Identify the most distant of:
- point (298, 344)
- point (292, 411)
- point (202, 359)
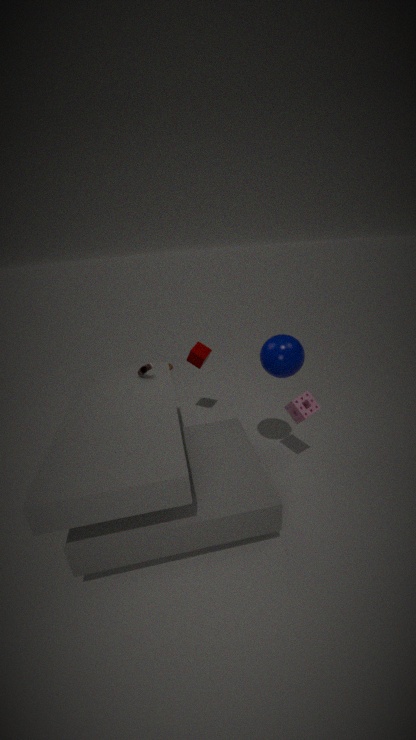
point (202, 359)
